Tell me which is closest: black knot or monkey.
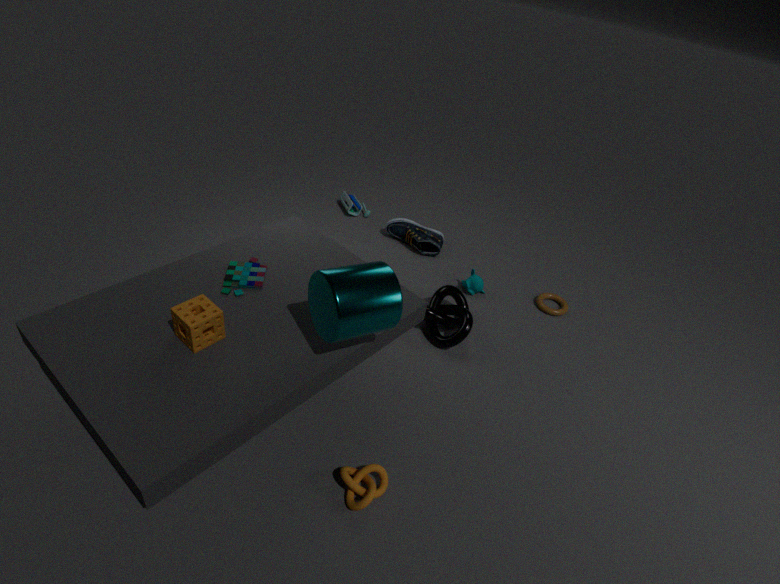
black knot
